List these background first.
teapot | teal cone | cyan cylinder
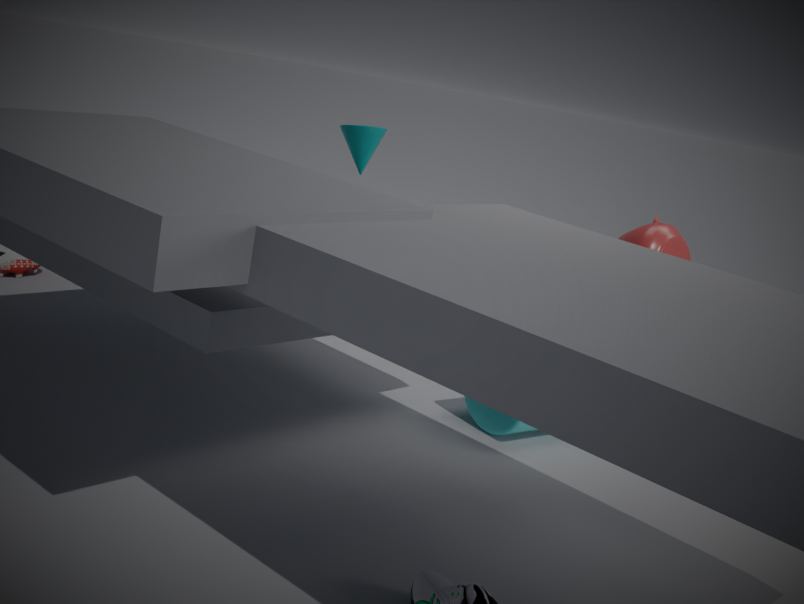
teal cone
cyan cylinder
teapot
